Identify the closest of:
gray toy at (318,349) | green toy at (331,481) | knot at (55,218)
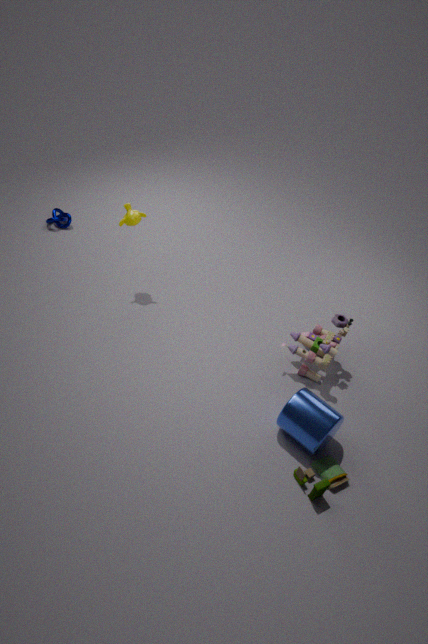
green toy at (331,481)
